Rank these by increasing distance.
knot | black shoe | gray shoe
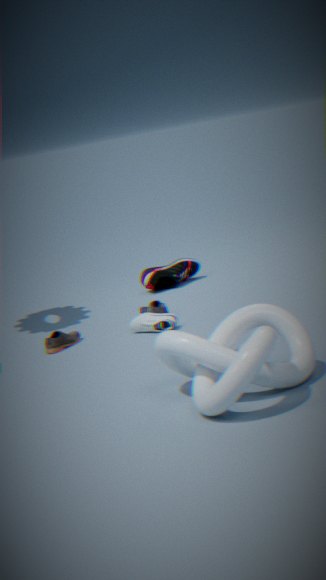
knot → gray shoe → black shoe
